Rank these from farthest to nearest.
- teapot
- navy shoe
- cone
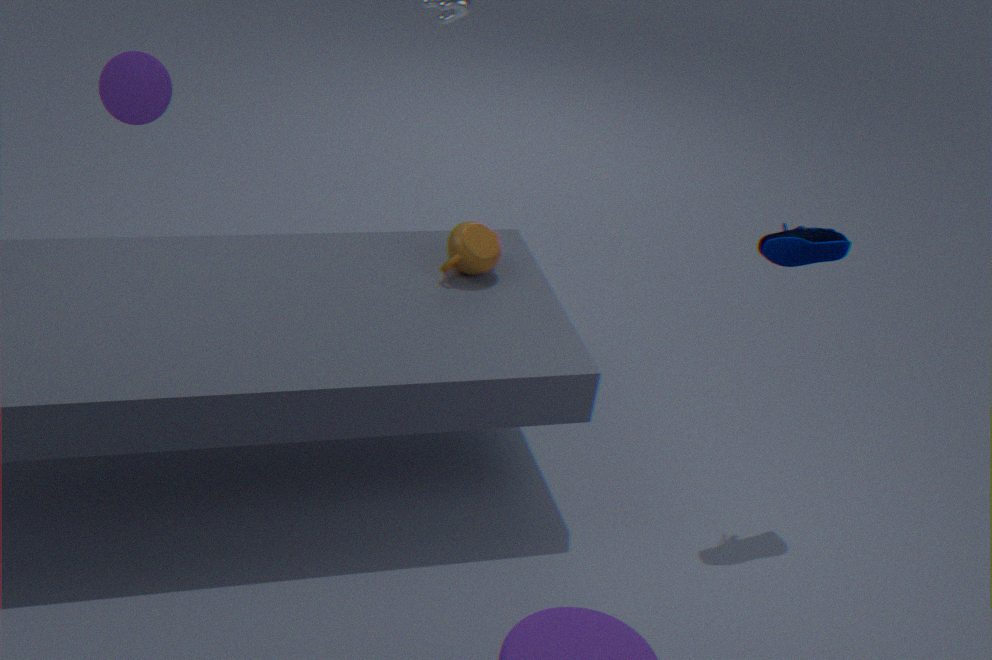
cone, teapot, navy shoe
